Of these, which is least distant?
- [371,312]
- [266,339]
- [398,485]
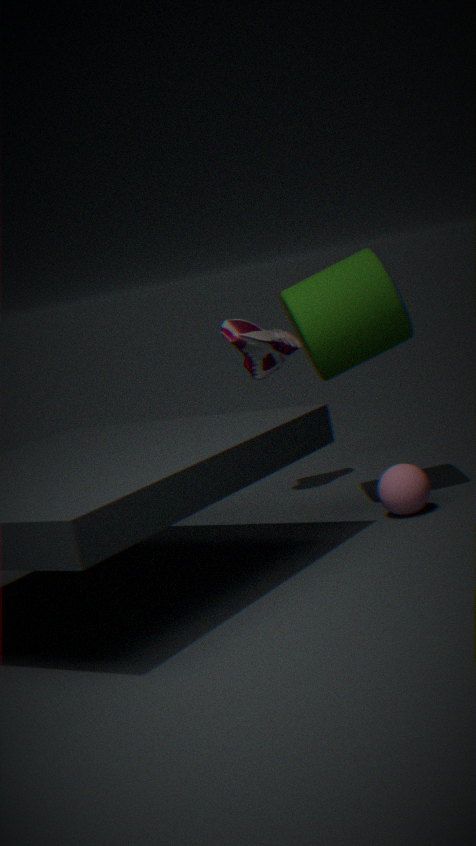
[398,485]
